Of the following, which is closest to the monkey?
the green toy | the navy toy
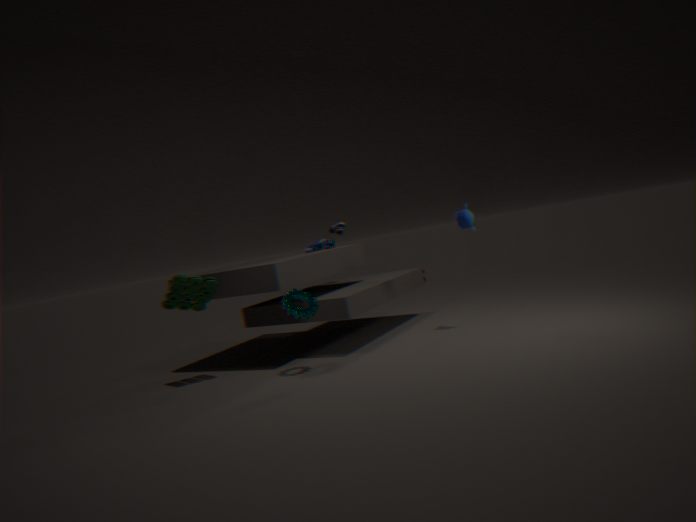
the navy toy
